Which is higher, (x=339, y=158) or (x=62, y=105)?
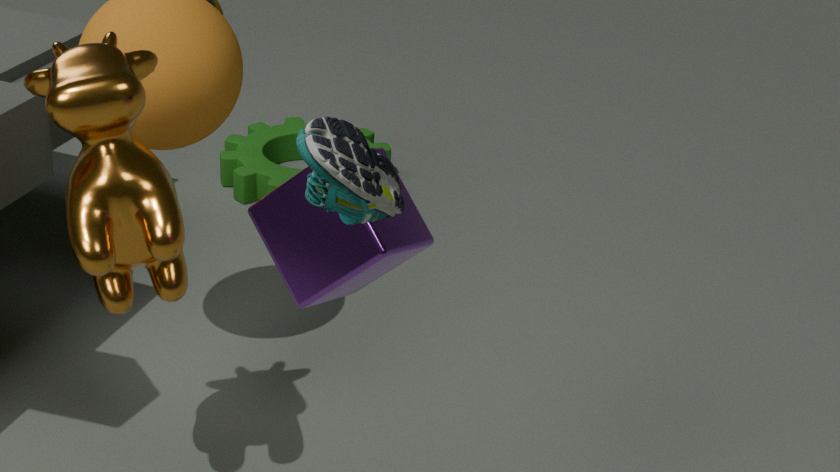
(x=339, y=158)
